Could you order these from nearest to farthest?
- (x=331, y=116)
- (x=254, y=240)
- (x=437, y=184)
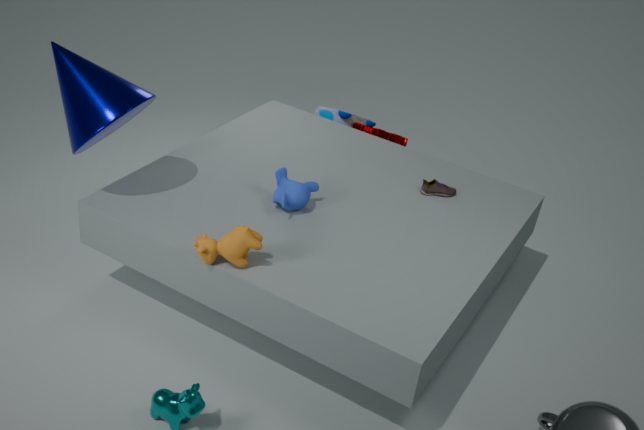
(x=254, y=240) < (x=437, y=184) < (x=331, y=116)
